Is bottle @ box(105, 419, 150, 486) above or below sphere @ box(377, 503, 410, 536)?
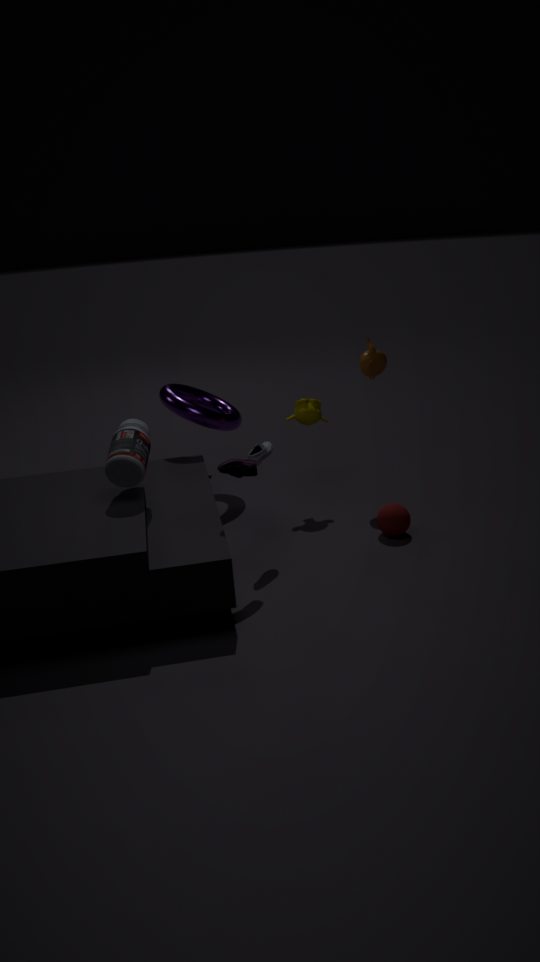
above
